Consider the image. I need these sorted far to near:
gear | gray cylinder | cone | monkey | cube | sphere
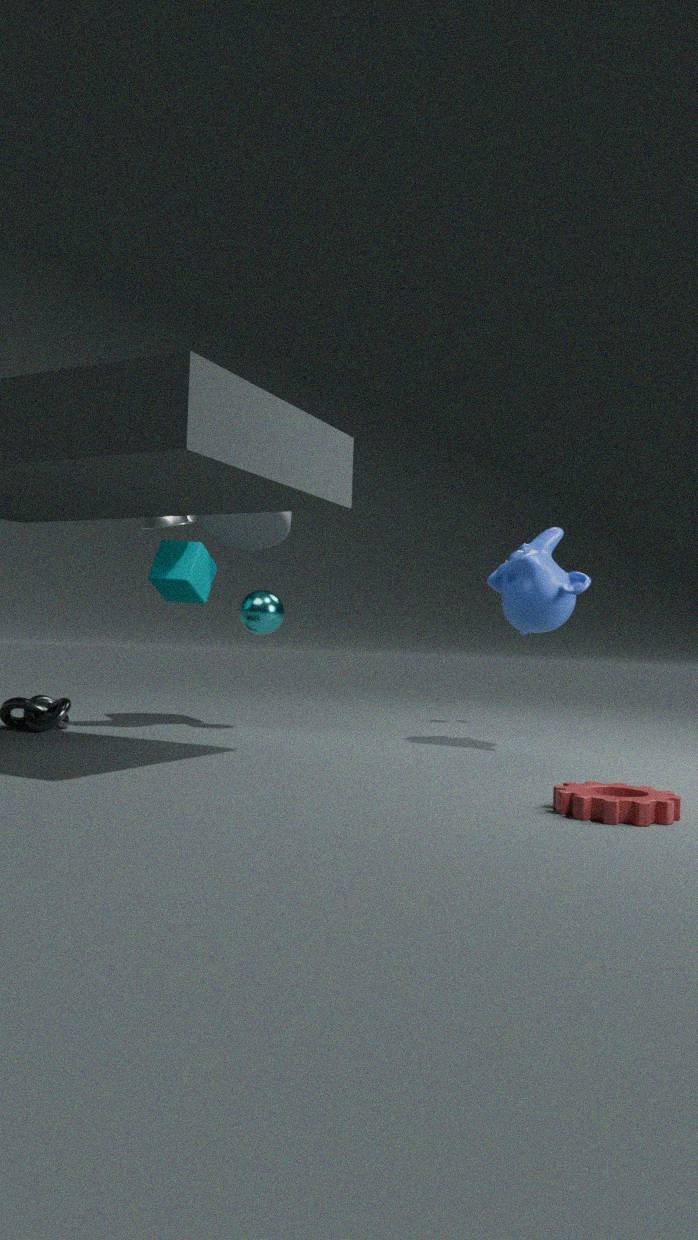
gray cylinder, sphere, cube, cone, monkey, gear
